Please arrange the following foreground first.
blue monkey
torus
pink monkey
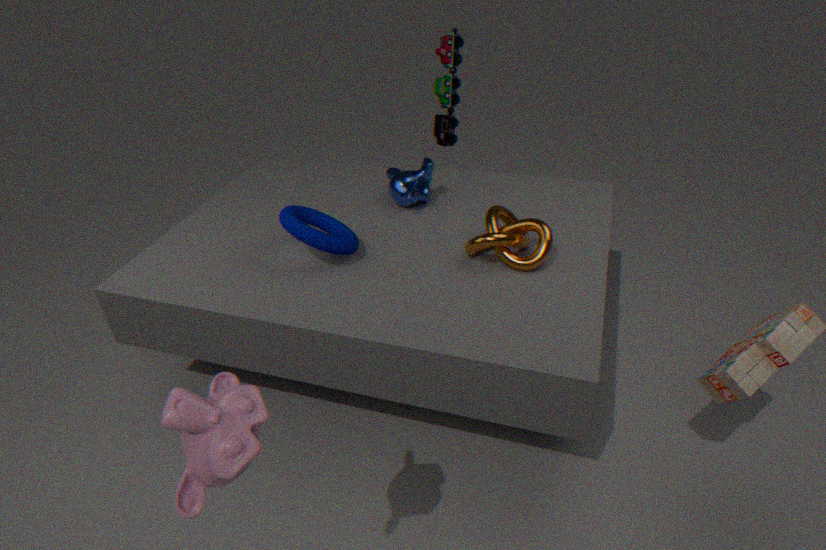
pink monkey < torus < blue monkey
